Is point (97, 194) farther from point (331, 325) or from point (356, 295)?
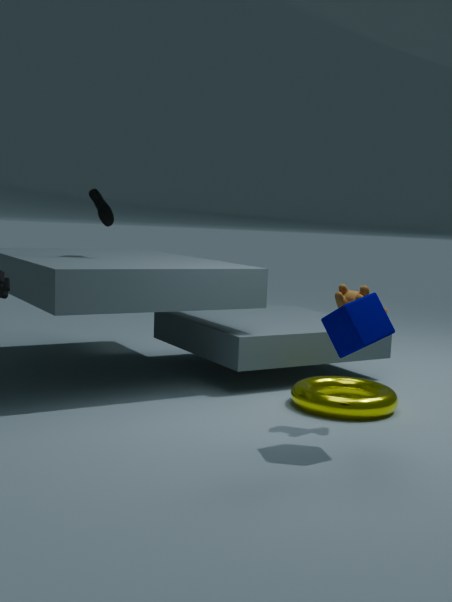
point (331, 325)
